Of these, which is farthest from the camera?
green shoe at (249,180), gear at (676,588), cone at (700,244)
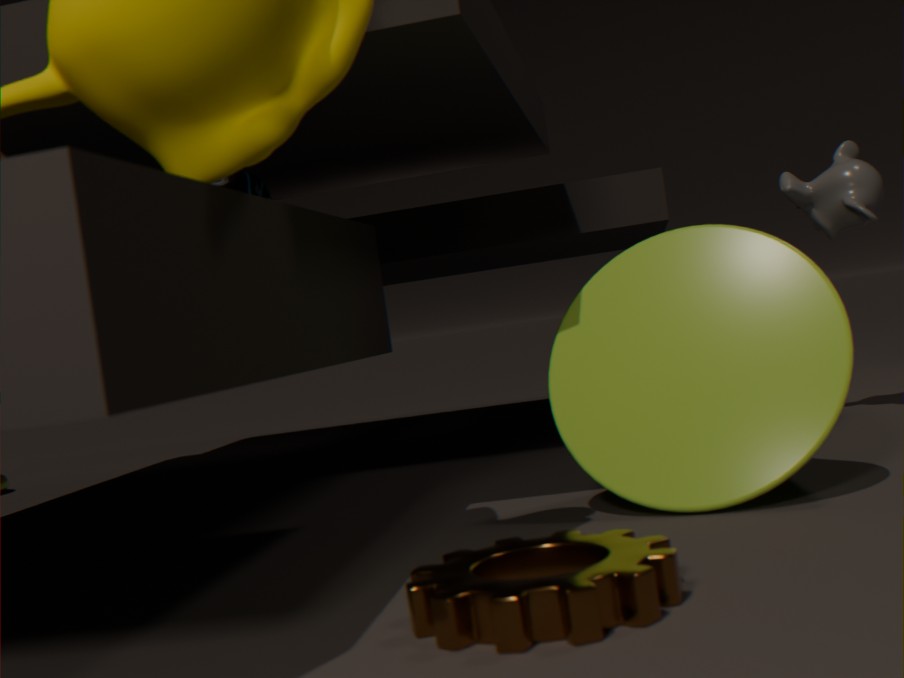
green shoe at (249,180)
